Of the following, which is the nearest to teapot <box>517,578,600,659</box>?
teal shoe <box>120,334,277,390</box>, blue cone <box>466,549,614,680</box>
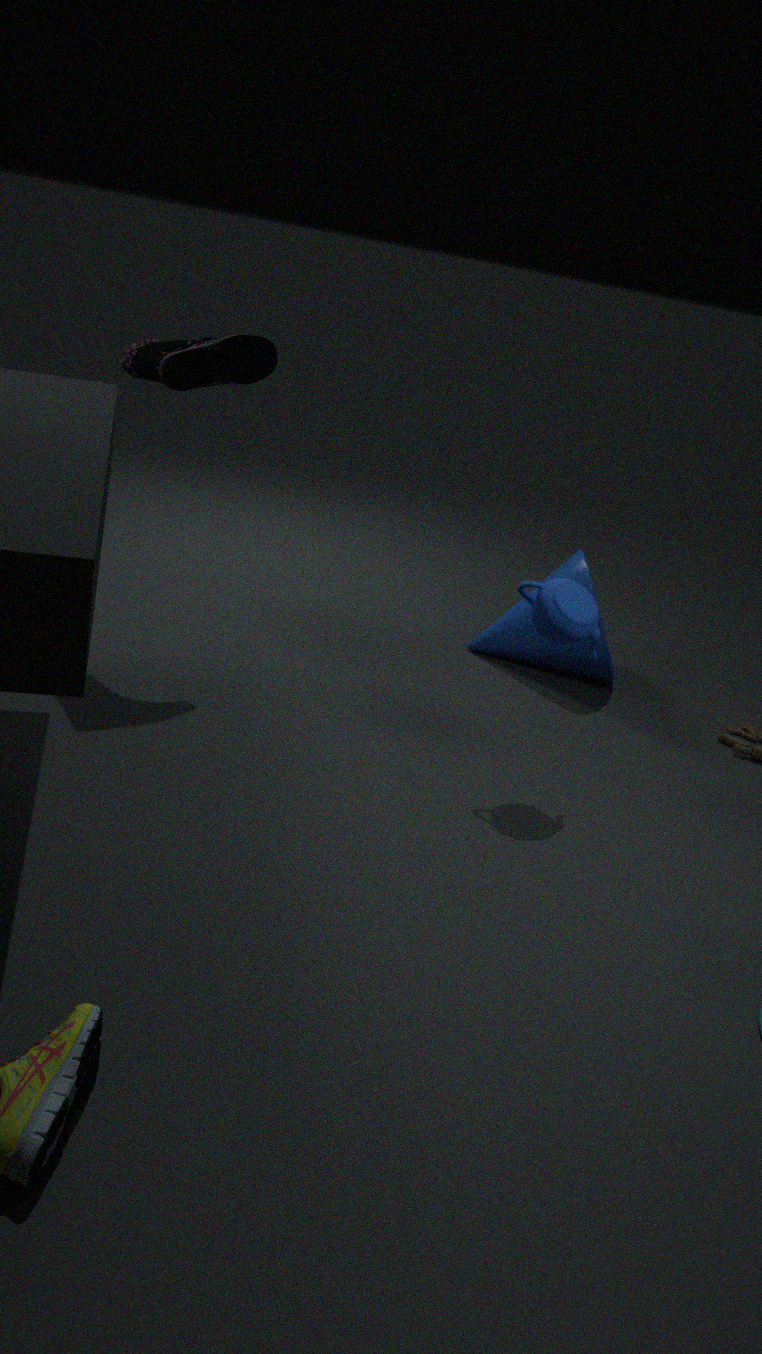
blue cone <box>466,549,614,680</box>
